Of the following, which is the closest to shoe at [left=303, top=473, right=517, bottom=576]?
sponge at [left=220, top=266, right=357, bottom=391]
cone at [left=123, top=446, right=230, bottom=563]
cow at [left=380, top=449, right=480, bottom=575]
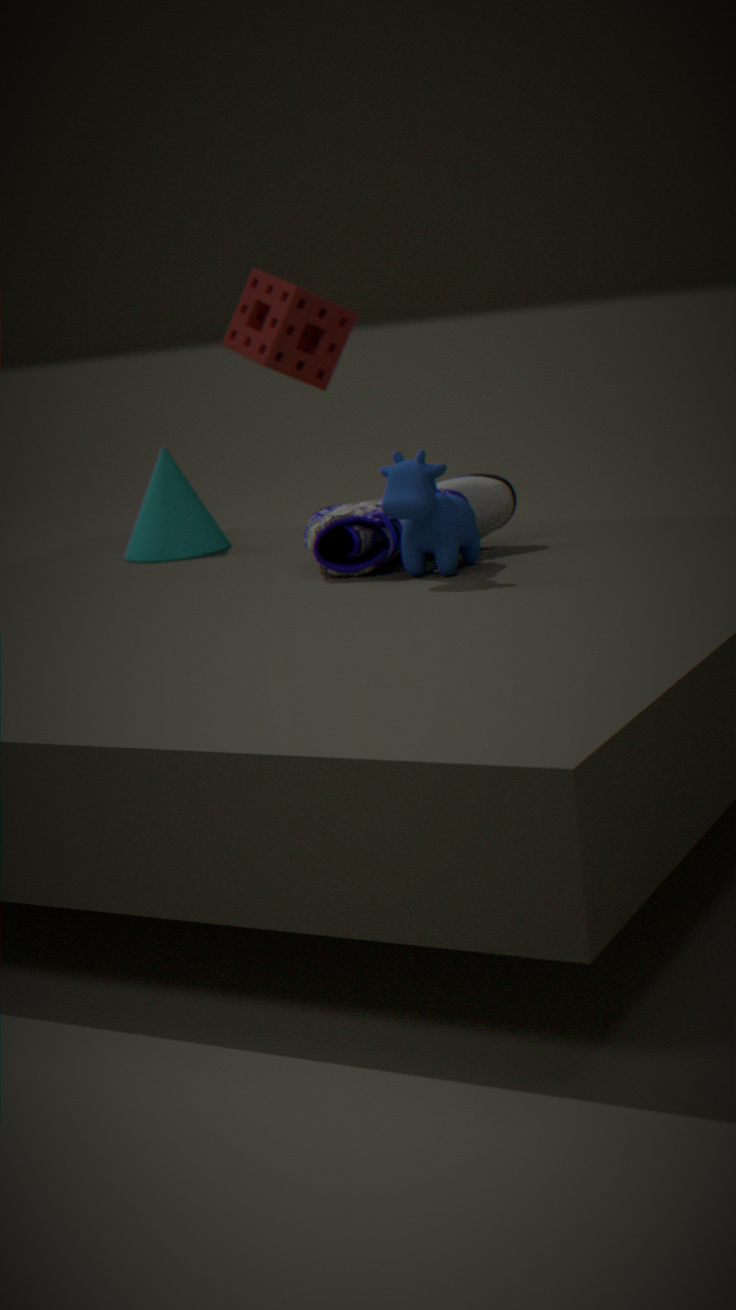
cow at [left=380, top=449, right=480, bottom=575]
